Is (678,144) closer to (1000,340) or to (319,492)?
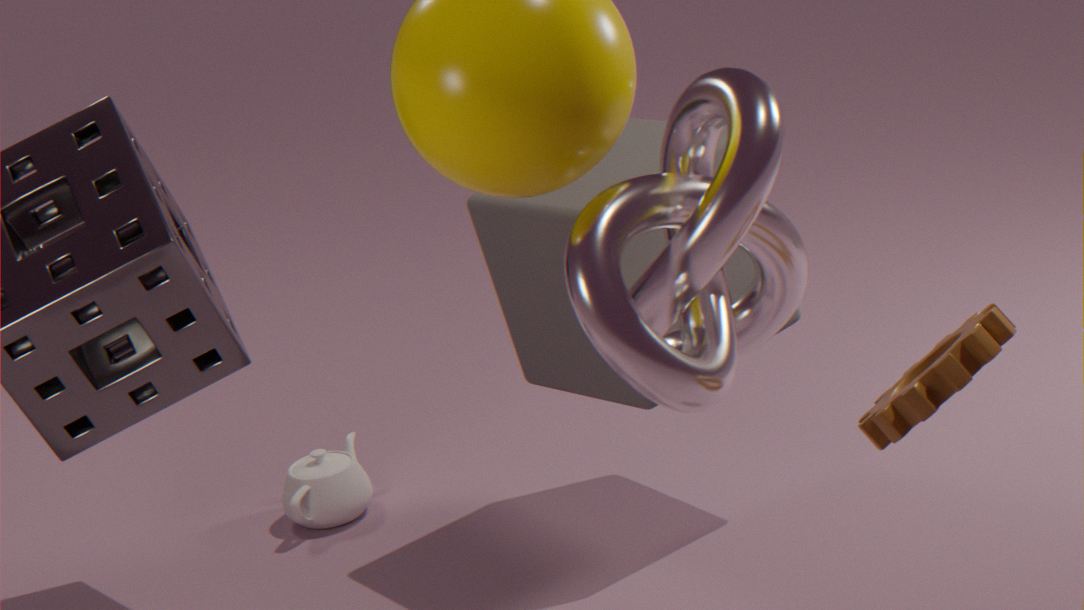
(1000,340)
